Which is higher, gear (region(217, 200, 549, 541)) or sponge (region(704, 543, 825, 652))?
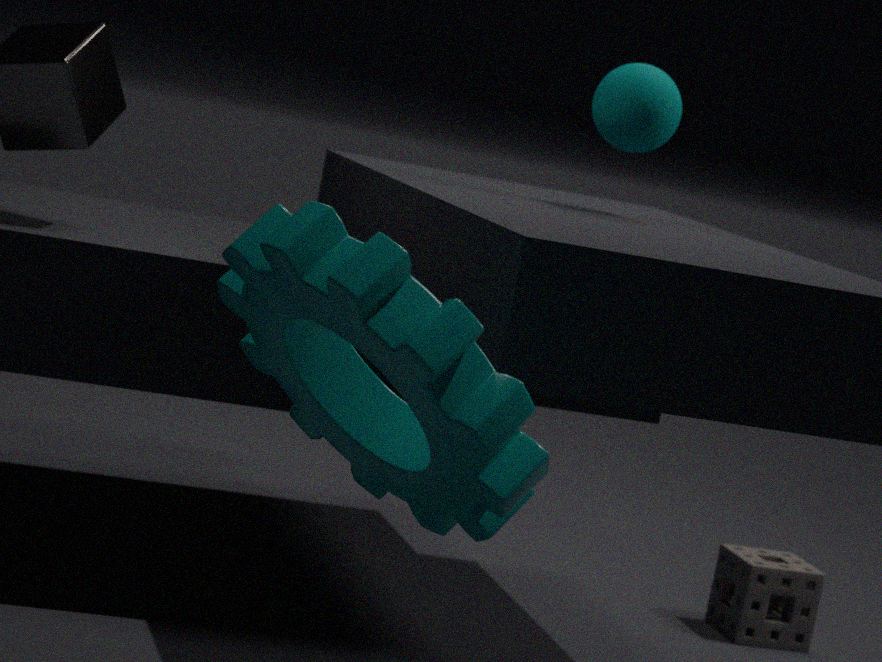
gear (region(217, 200, 549, 541))
